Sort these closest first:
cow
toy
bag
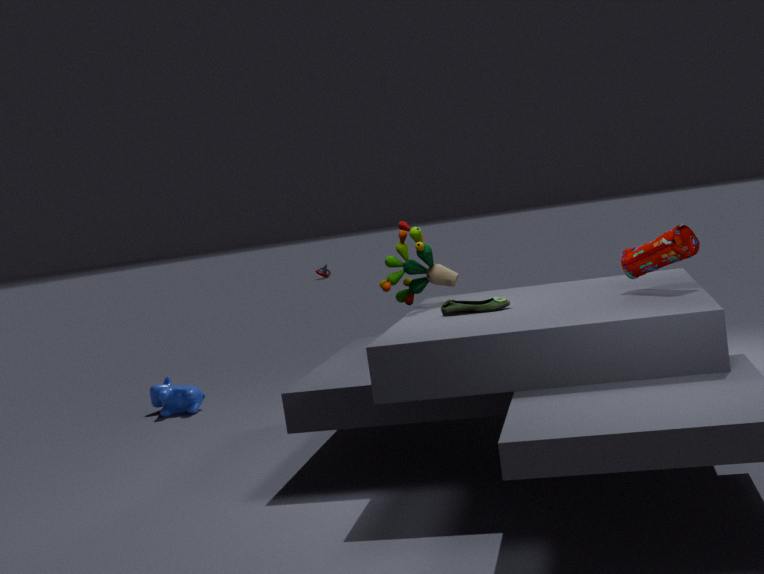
bag
toy
cow
